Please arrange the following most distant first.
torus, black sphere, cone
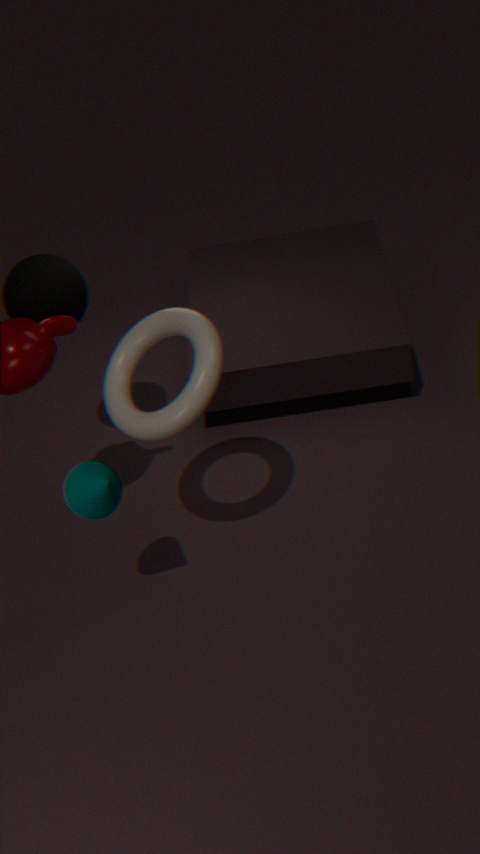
black sphere, torus, cone
